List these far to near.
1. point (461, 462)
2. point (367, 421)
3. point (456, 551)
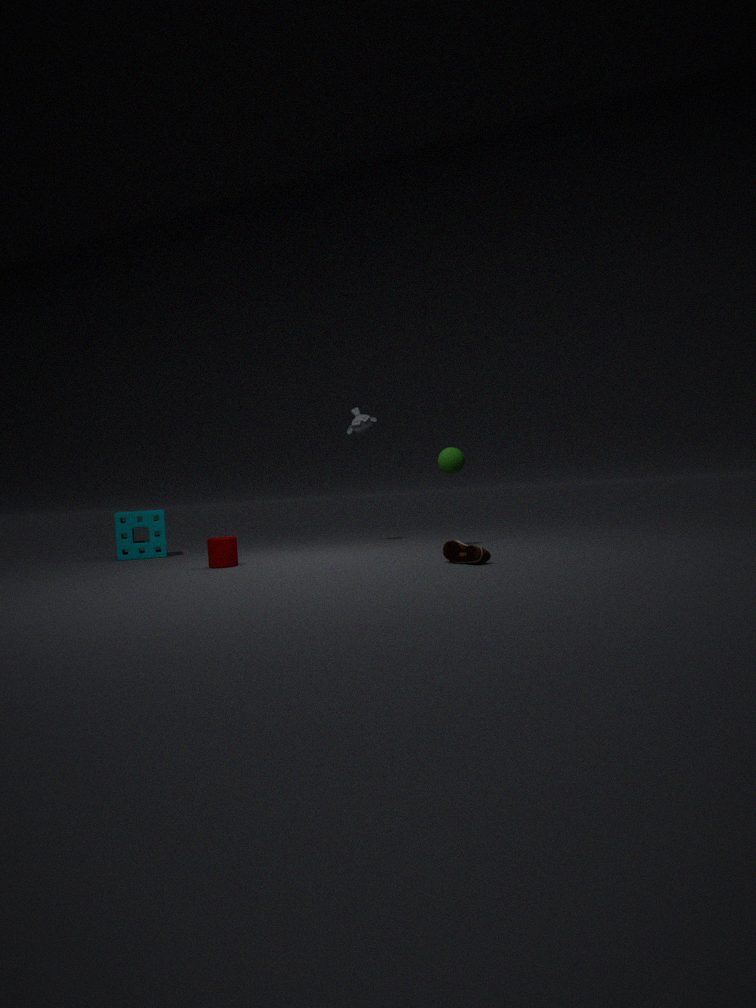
point (367, 421)
point (461, 462)
point (456, 551)
